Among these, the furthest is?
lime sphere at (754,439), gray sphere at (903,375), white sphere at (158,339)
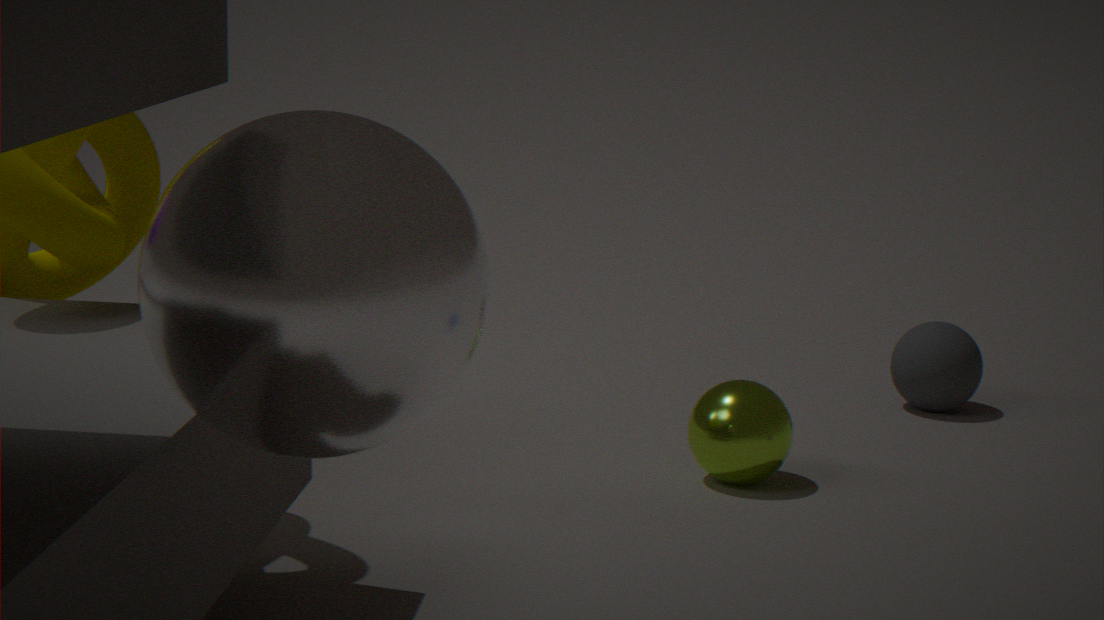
gray sphere at (903,375)
